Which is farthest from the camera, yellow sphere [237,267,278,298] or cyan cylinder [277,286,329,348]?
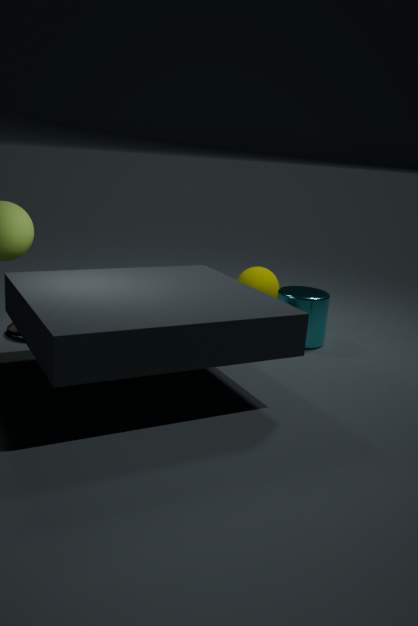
yellow sphere [237,267,278,298]
